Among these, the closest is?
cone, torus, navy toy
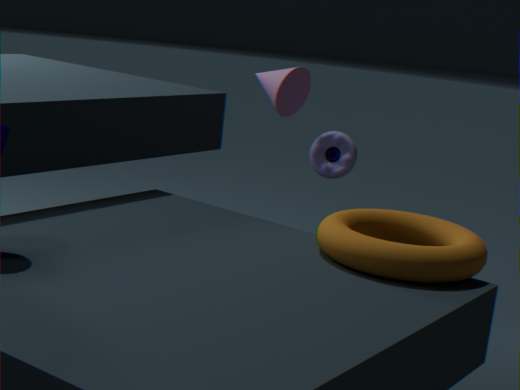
torus
